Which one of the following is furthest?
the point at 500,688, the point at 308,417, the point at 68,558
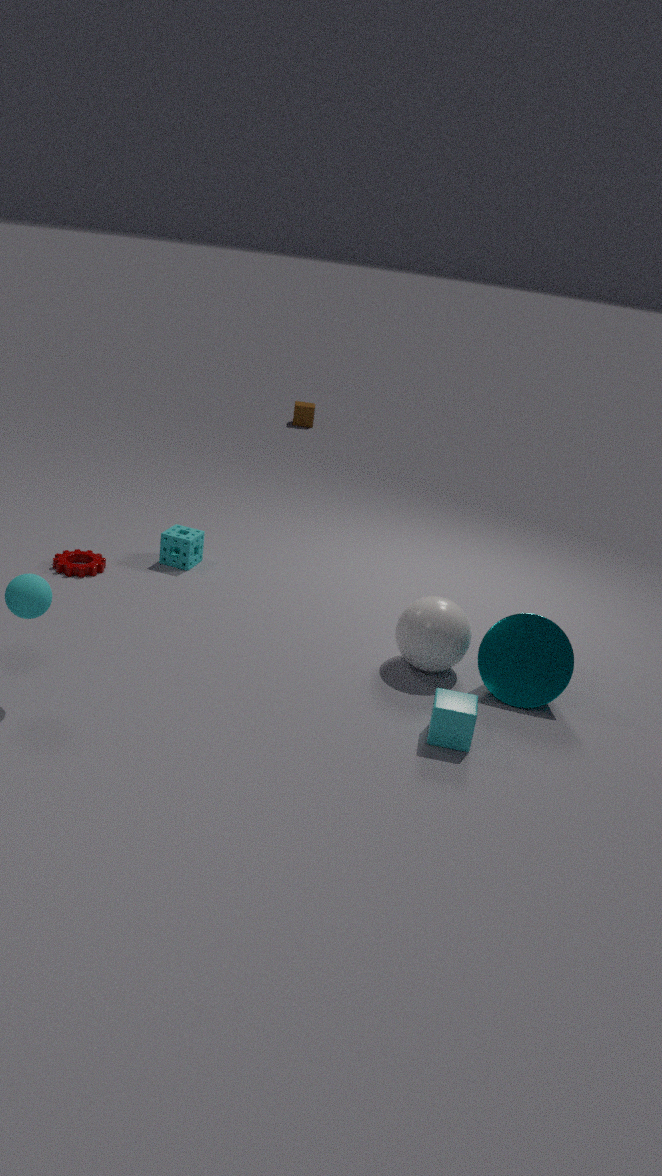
the point at 308,417
